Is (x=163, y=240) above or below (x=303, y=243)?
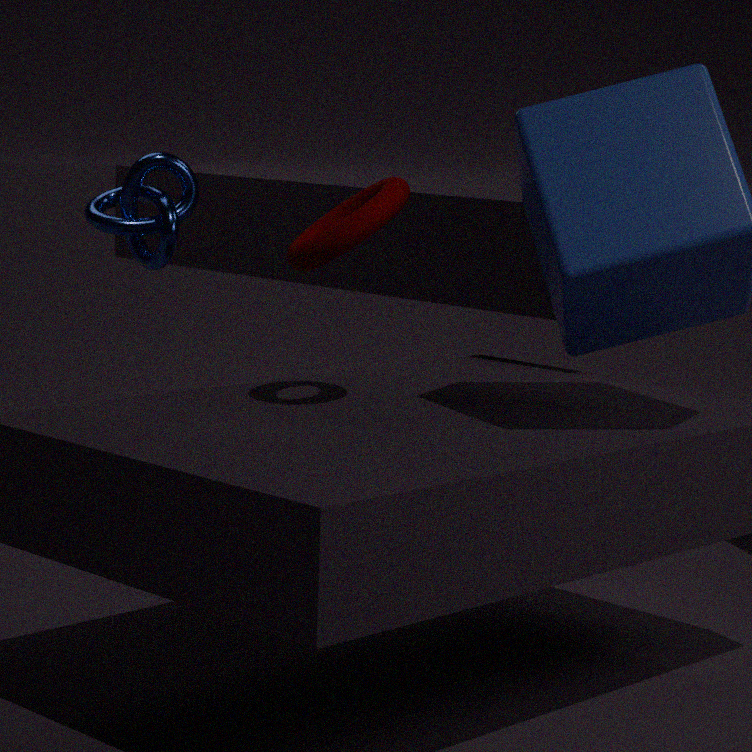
below
